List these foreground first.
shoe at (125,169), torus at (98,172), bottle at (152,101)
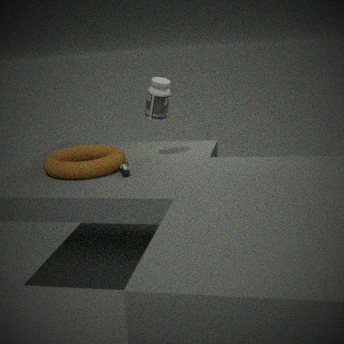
torus at (98,172)
shoe at (125,169)
bottle at (152,101)
